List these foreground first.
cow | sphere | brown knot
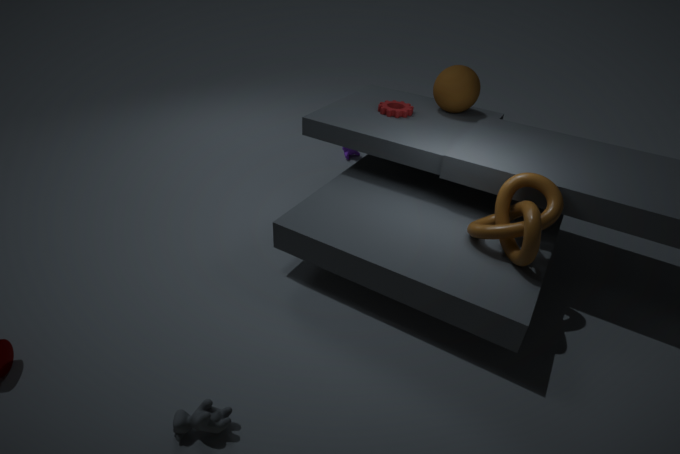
cow, brown knot, sphere
